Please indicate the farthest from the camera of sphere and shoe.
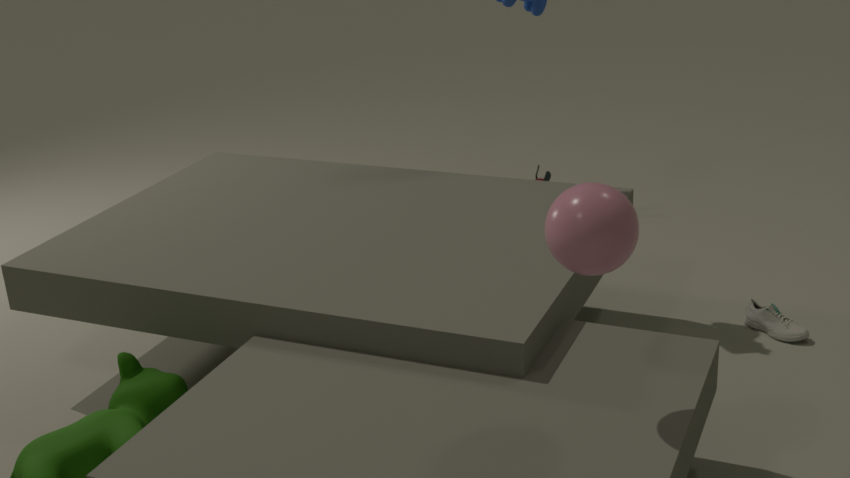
shoe
